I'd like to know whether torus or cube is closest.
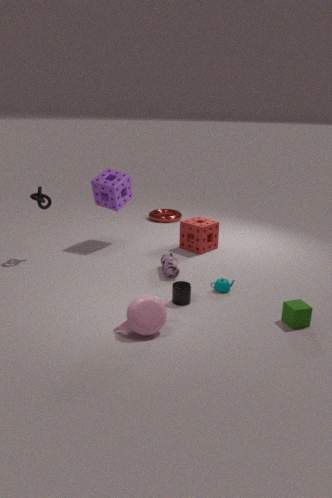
cube
